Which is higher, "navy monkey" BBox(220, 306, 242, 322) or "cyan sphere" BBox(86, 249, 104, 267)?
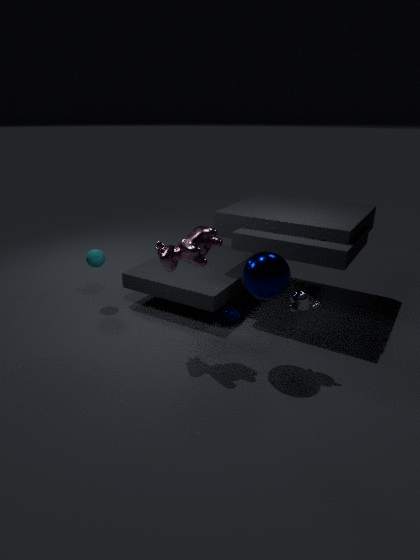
"cyan sphere" BBox(86, 249, 104, 267)
